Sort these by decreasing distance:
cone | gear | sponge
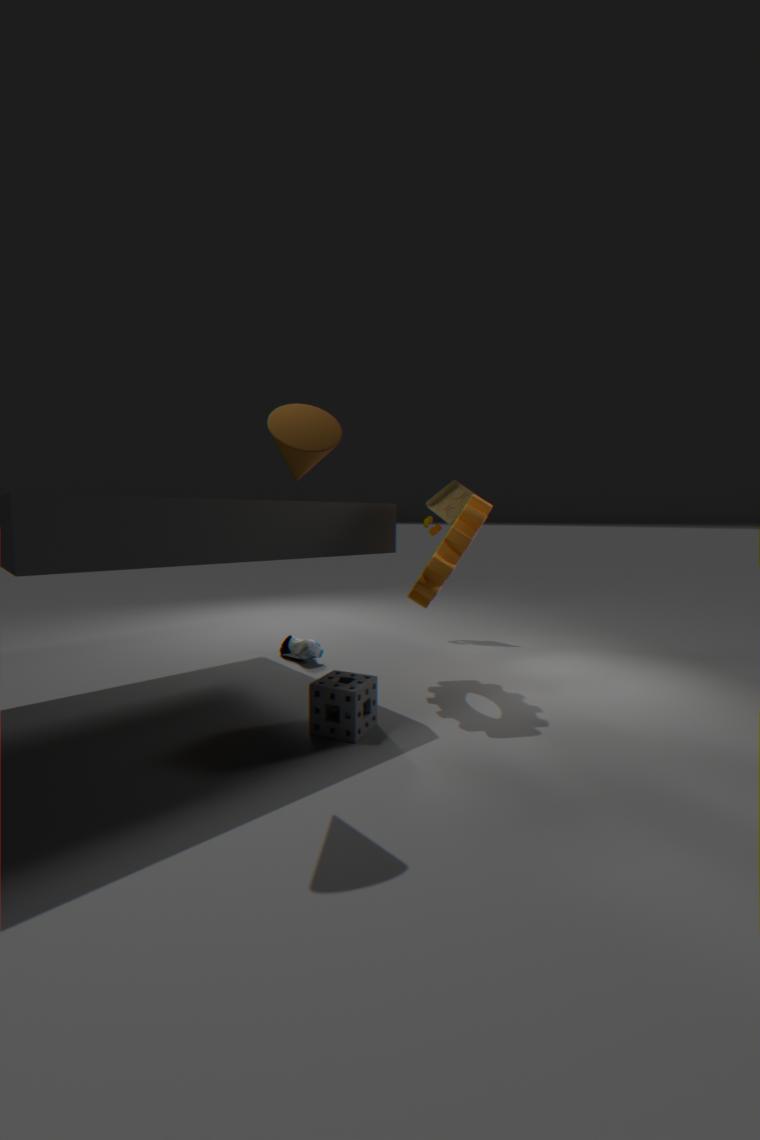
gear, sponge, cone
